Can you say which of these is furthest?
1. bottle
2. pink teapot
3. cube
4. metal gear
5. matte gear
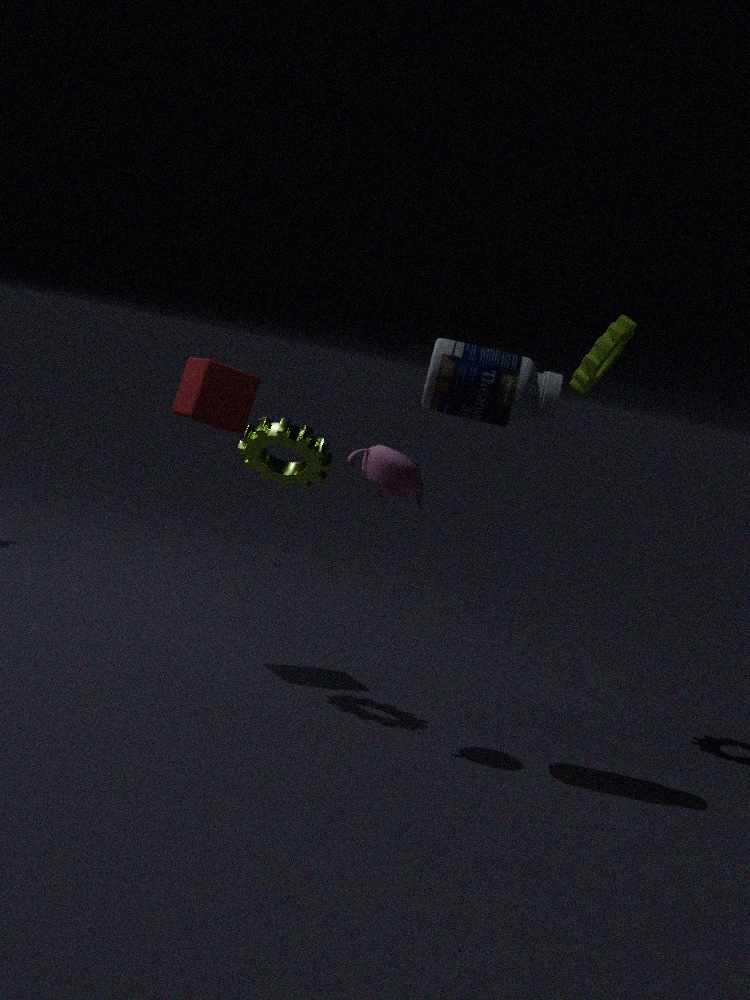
matte gear
